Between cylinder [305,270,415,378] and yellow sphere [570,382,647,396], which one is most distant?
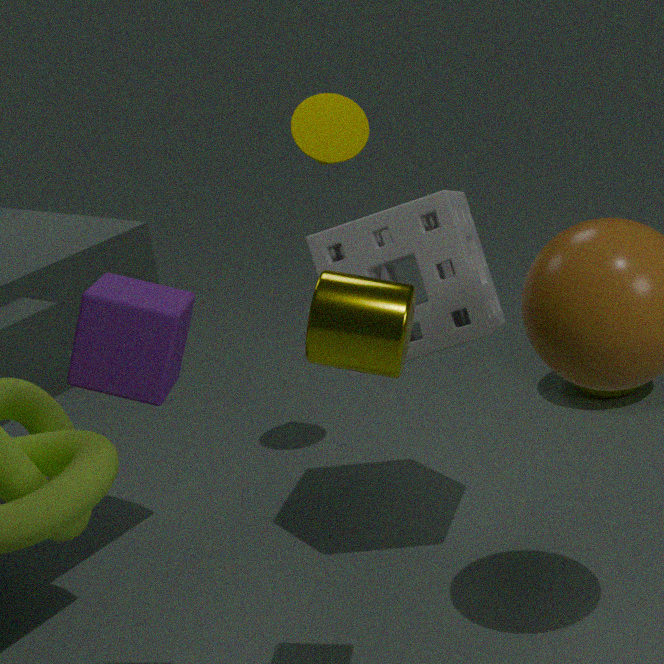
yellow sphere [570,382,647,396]
